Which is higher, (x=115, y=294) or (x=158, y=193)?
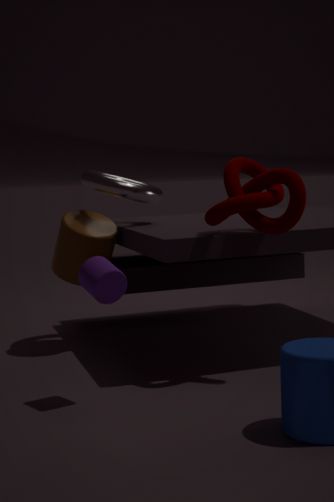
(x=158, y=193)
